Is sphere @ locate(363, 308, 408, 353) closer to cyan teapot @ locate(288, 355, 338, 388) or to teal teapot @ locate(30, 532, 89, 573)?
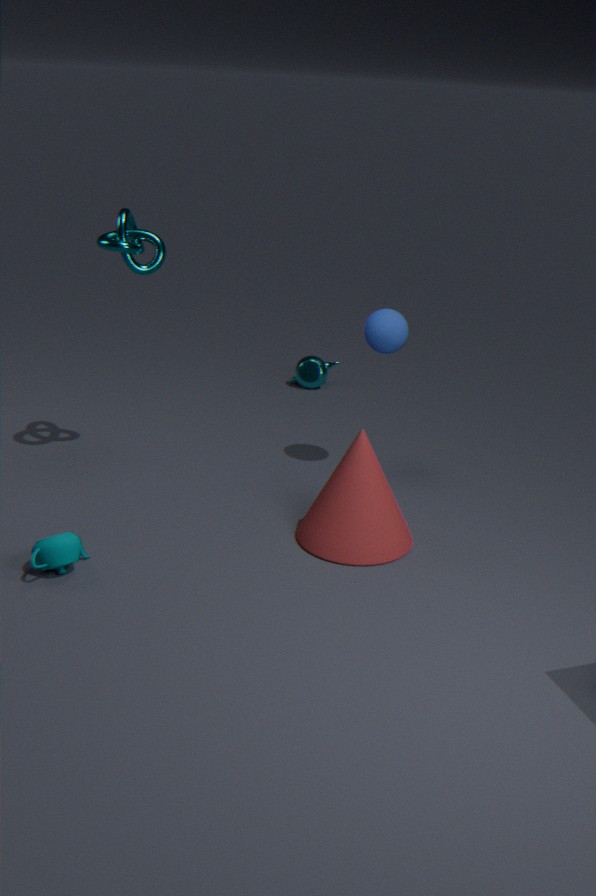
cyan teapot @ locate(288, 355, 338, 388)
